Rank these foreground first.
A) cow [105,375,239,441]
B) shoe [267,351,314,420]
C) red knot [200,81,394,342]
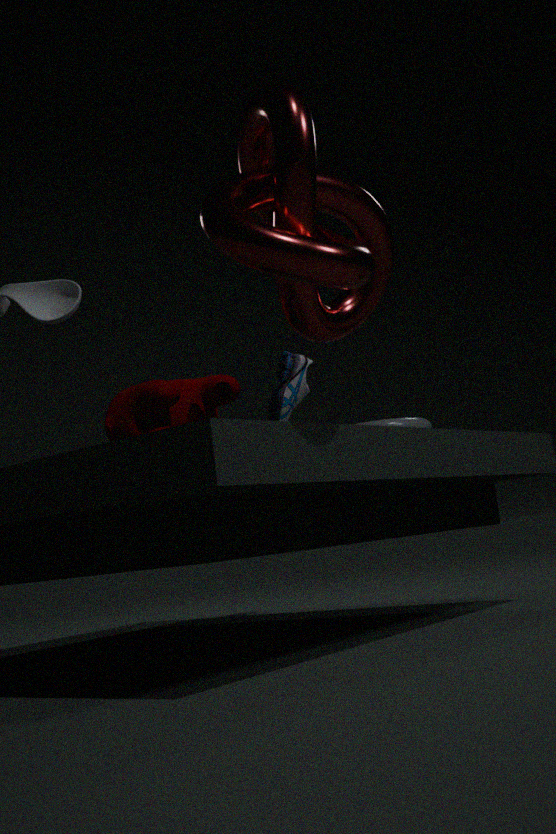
red knot [200,81,394,342], cow [105,375,239,441], shoe [267,351,314,420]
